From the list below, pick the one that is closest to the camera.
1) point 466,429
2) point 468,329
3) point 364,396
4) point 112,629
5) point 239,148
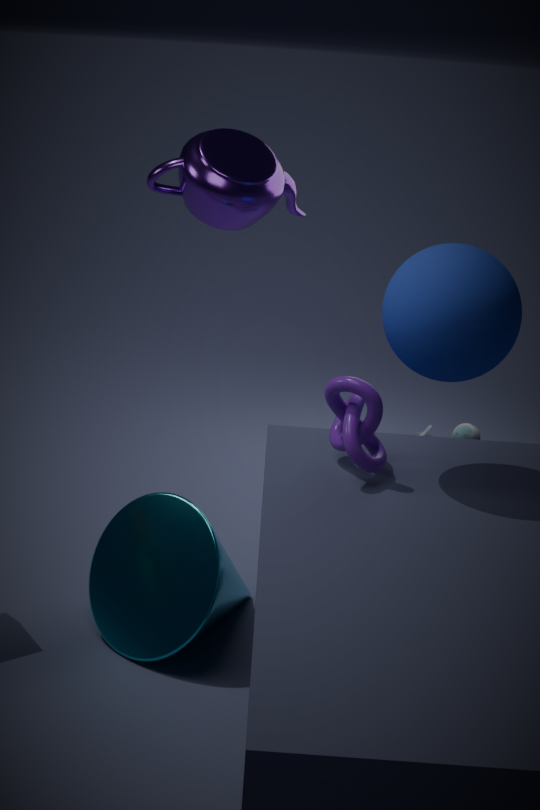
2. point 468,329
